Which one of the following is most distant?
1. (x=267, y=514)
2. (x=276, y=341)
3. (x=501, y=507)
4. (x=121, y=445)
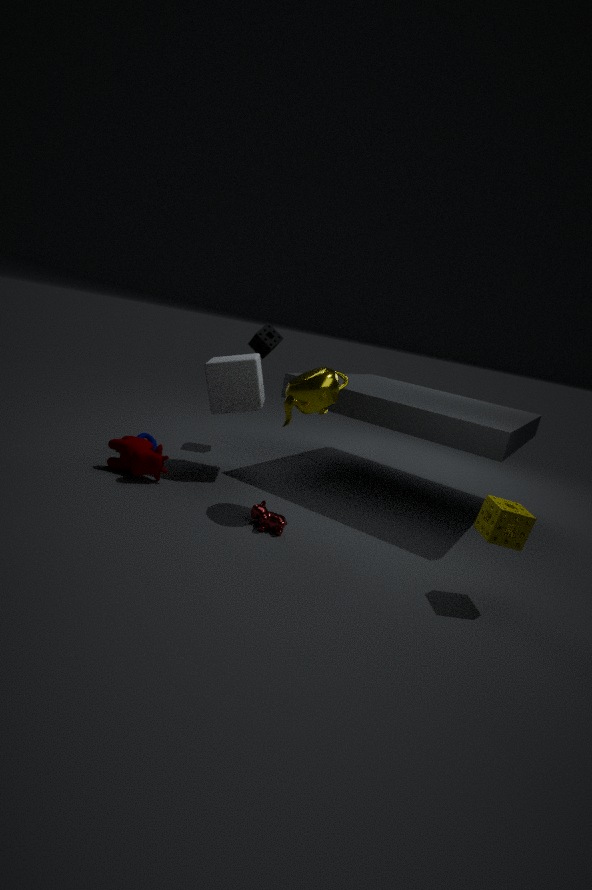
(x=276, y=341)
